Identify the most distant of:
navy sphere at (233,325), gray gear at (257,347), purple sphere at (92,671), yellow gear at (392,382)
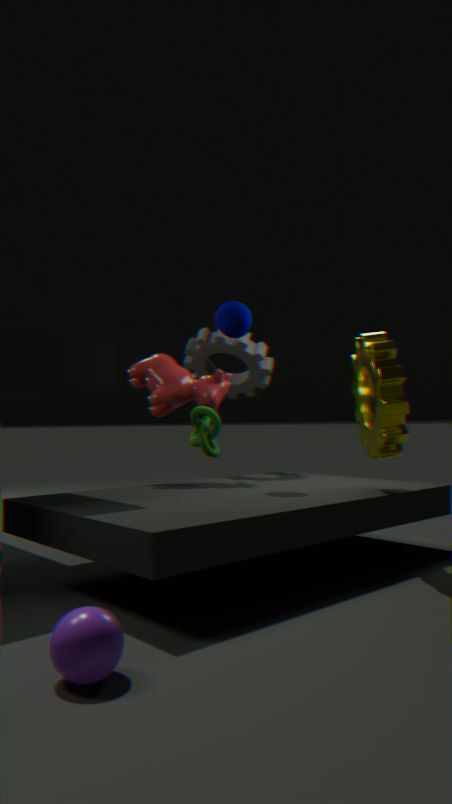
gray gear at (257,347)
